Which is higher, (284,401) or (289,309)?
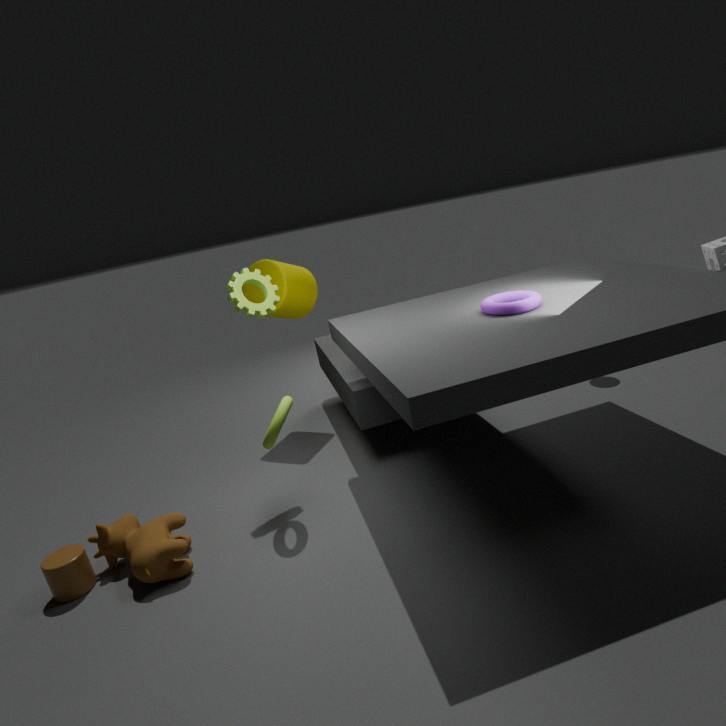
(289,309)
